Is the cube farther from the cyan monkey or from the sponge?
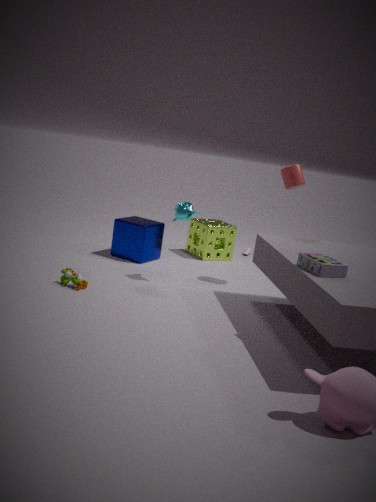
the cyan monkey
